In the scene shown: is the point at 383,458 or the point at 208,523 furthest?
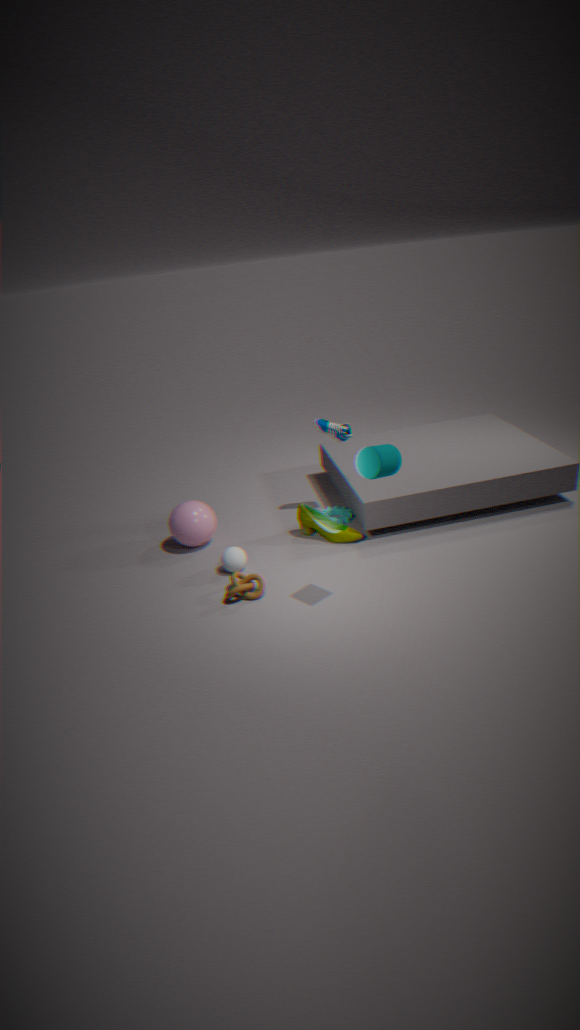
the point at 208,523
